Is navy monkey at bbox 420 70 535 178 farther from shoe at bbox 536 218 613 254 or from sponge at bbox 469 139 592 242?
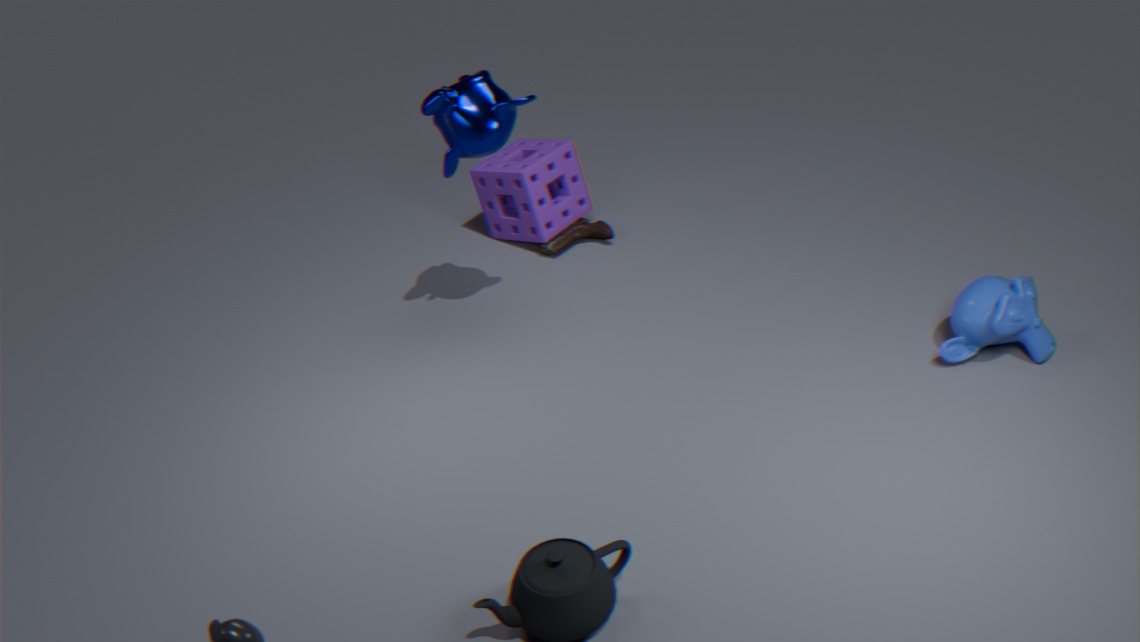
shoe at bbox 536 218 613 254
